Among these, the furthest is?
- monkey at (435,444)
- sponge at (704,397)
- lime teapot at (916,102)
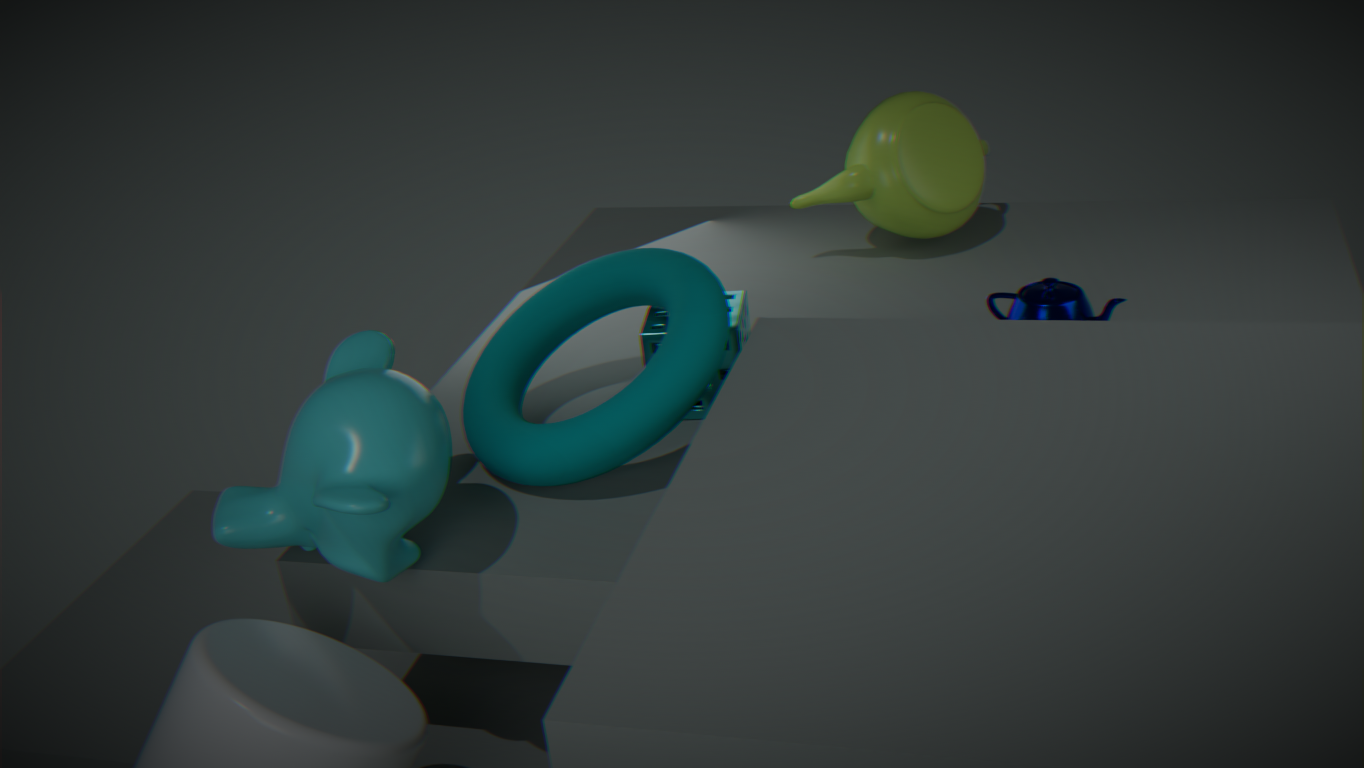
lime teapot at (916,102)
